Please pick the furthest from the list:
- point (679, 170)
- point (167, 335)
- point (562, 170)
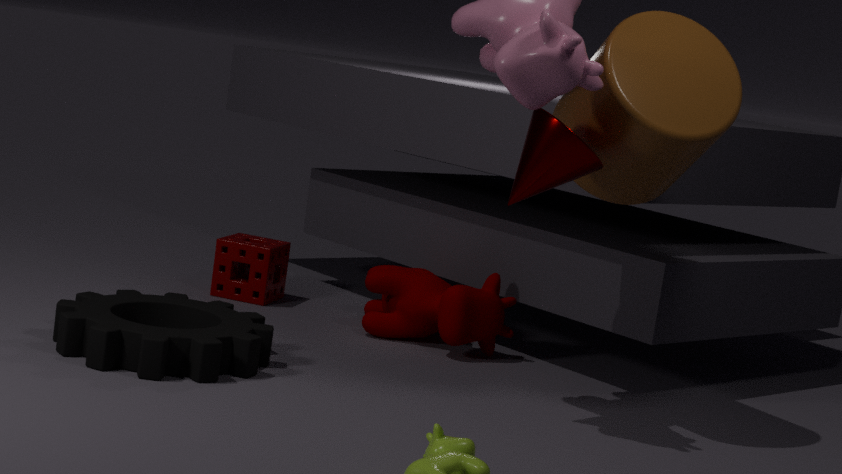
point (679, 170)
